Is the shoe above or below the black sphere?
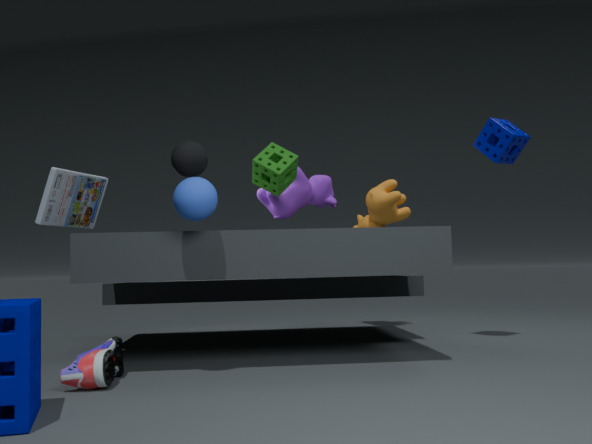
below
